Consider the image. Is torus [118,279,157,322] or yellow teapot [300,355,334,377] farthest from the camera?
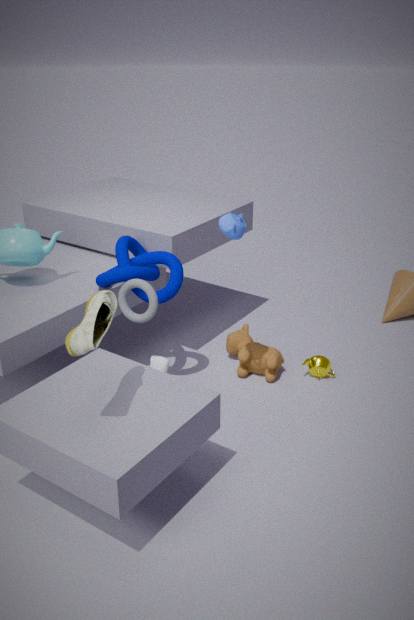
yellow teapot [300,355,334,377]
